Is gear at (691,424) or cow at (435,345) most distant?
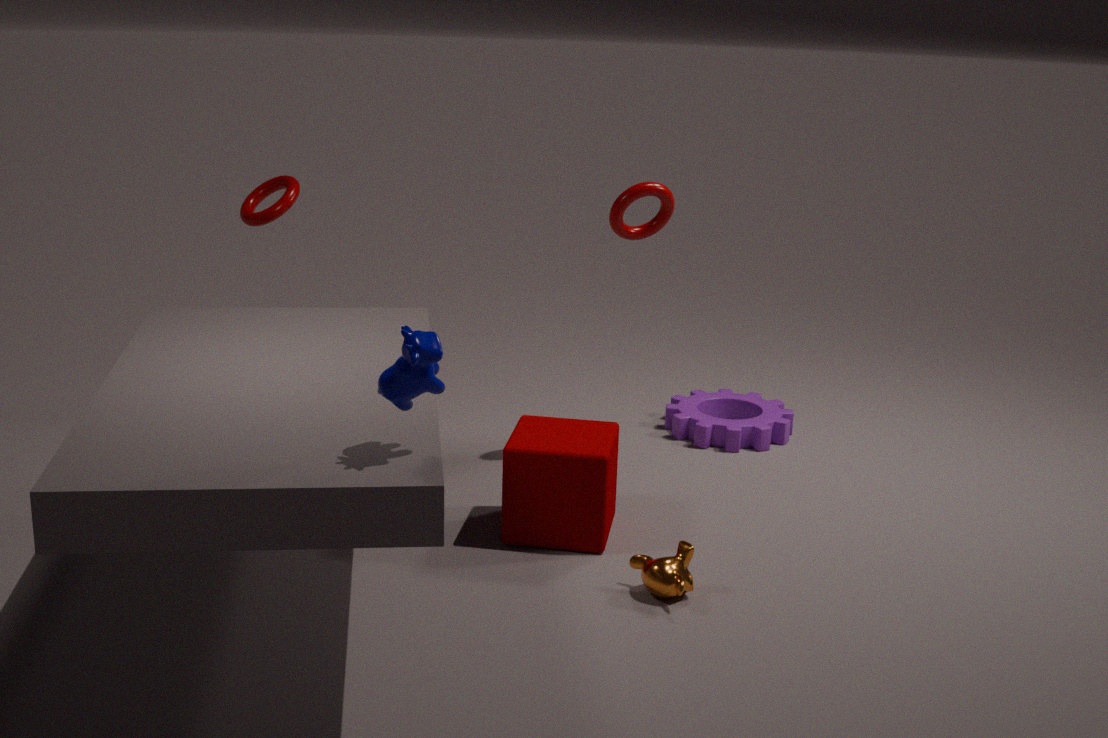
gear at (691,424)
